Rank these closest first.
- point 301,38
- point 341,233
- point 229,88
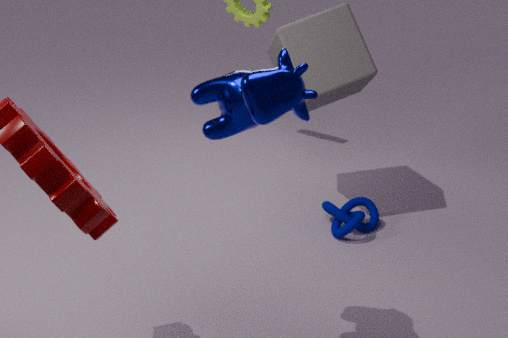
point 229,88 → point 301,38 → point 341,233
